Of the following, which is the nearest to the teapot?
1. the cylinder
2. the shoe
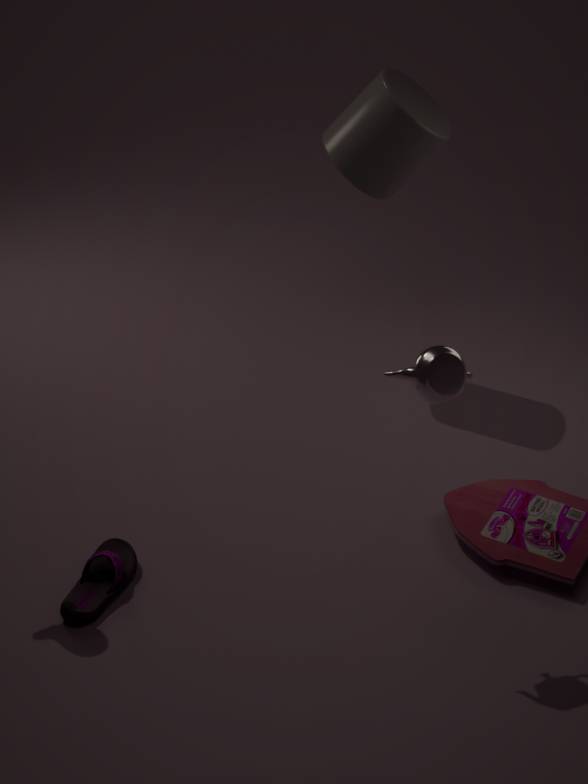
the shoe
